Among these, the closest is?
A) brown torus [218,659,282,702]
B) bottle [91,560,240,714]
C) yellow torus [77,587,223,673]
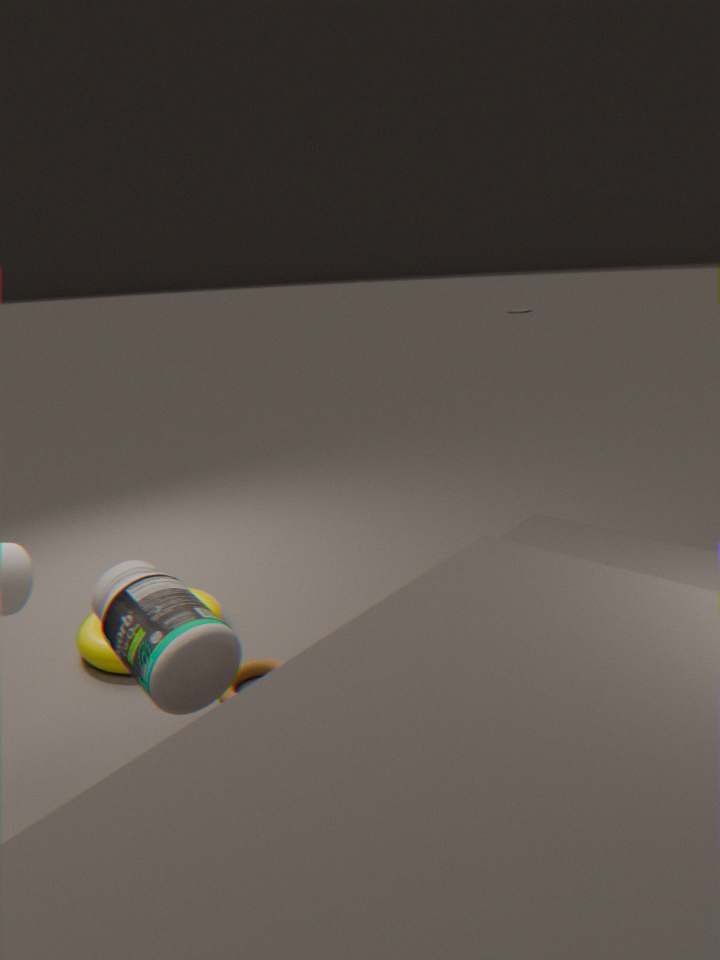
bottle [91,560,240,714]
